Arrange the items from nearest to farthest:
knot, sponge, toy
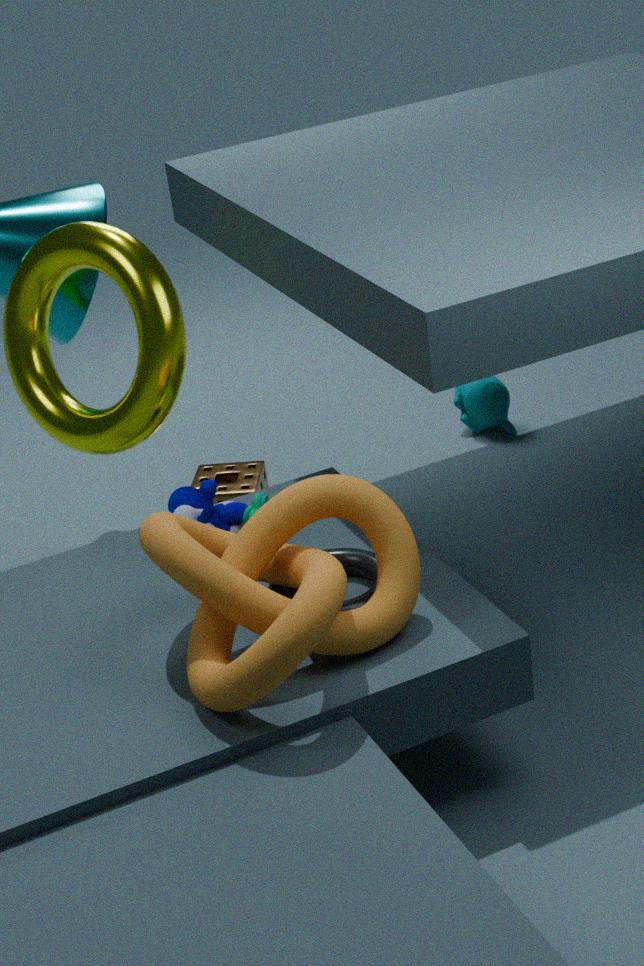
knot → toy → sponge
